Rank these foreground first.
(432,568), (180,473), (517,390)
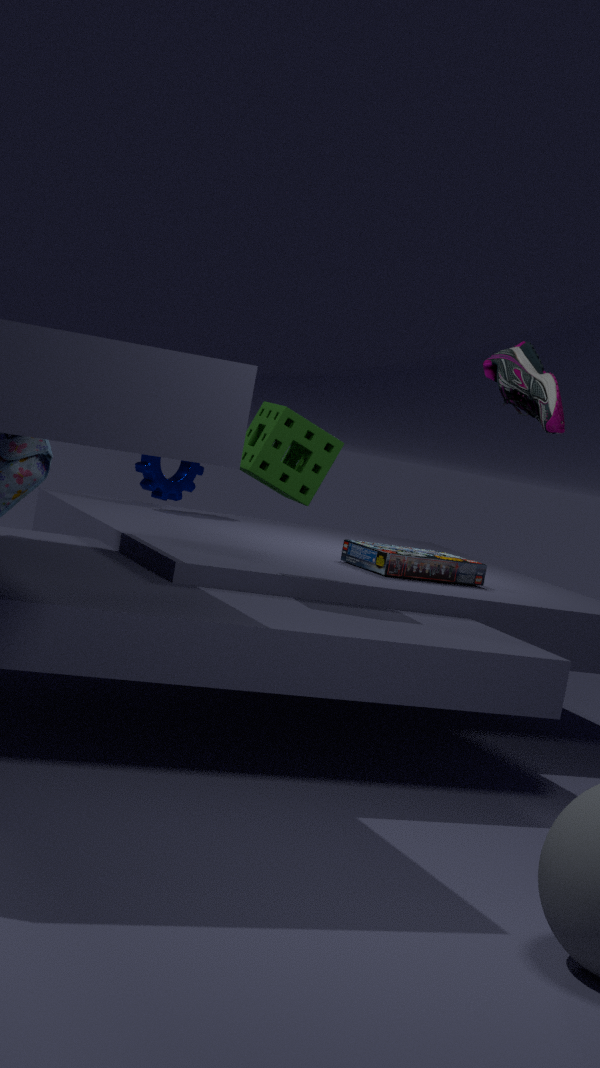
1. (517,390)
2. (432,568)
3. (180,473)
